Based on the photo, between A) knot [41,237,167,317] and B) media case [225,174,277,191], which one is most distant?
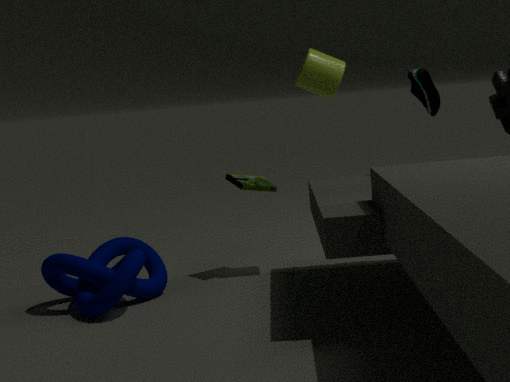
B. media case [225,174,277,191]
